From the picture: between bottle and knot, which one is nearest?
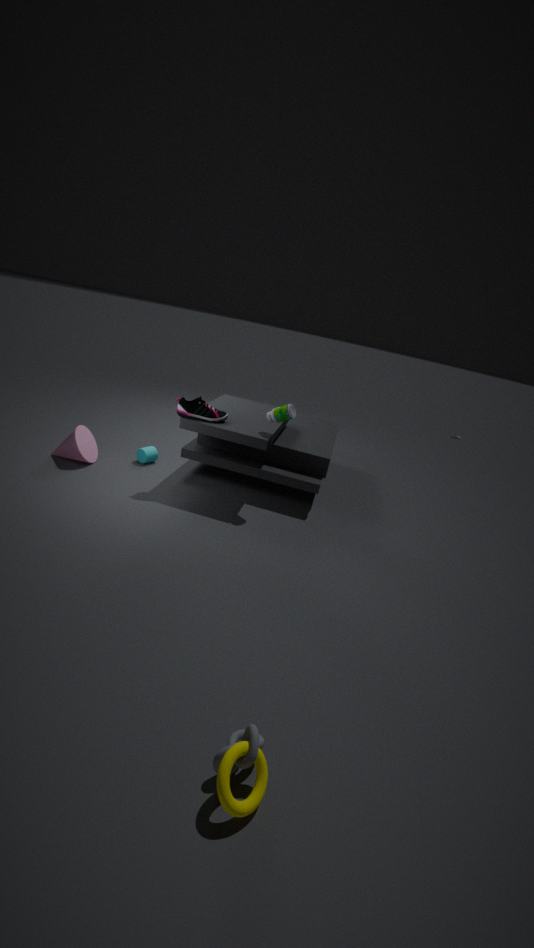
knot
